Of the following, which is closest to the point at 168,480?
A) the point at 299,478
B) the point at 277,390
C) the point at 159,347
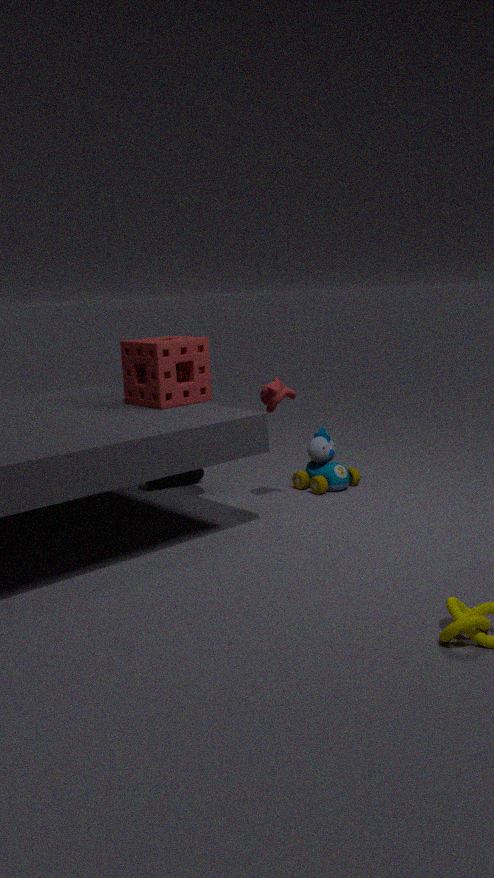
the point at 159,347
